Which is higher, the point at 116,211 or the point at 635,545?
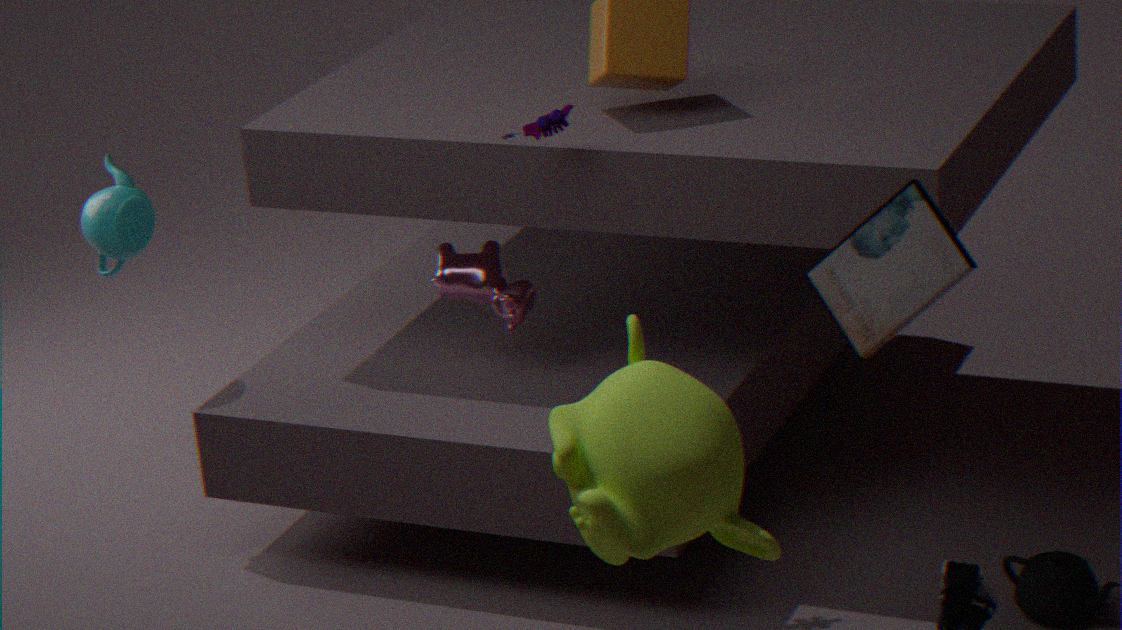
the point at 116,211
